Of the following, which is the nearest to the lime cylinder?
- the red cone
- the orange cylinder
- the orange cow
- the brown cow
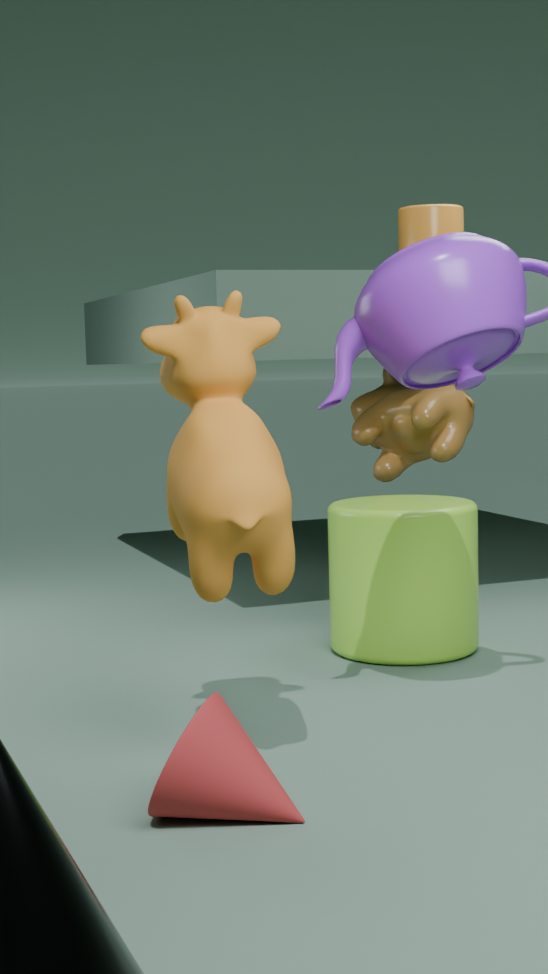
the brown cow
